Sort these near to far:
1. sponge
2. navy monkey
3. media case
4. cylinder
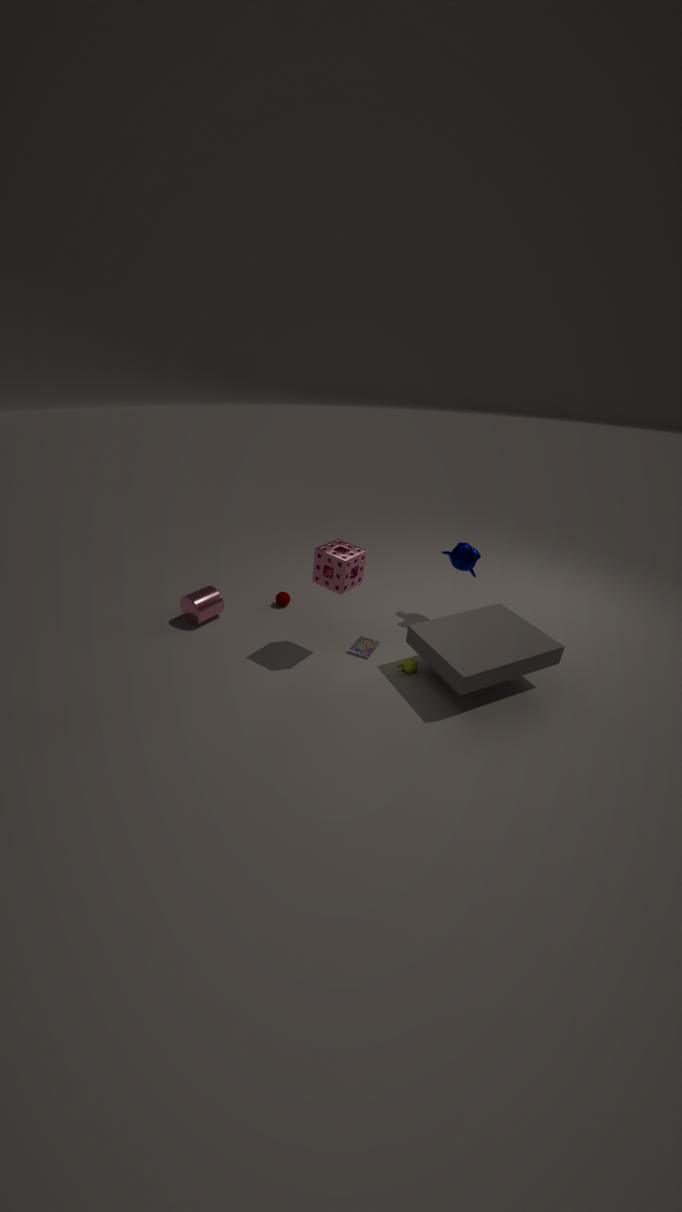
1. sponge
2. media case
3. navy monkey
4. cylinder
